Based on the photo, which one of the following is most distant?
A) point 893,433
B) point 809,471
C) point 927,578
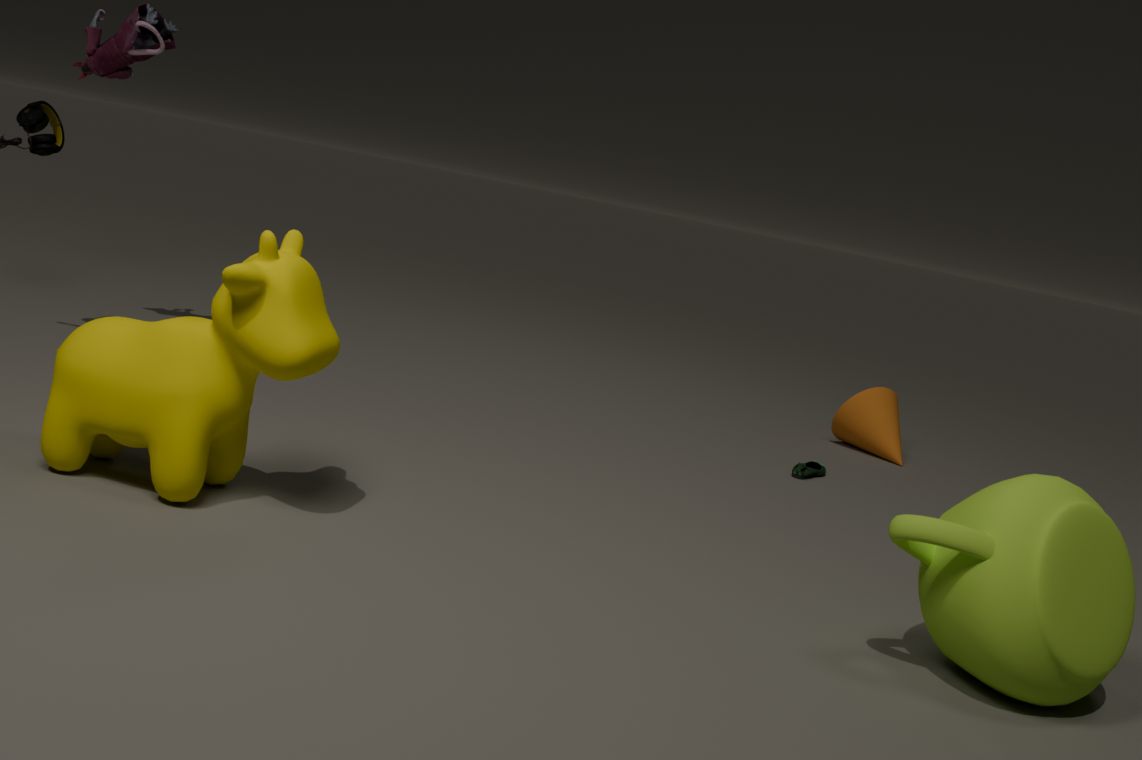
point 893,433
